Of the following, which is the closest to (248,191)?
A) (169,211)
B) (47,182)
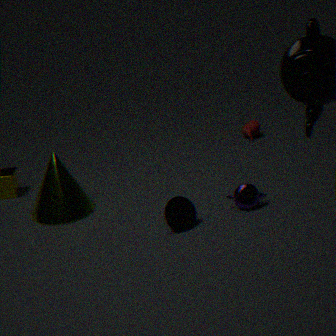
(169,211)
